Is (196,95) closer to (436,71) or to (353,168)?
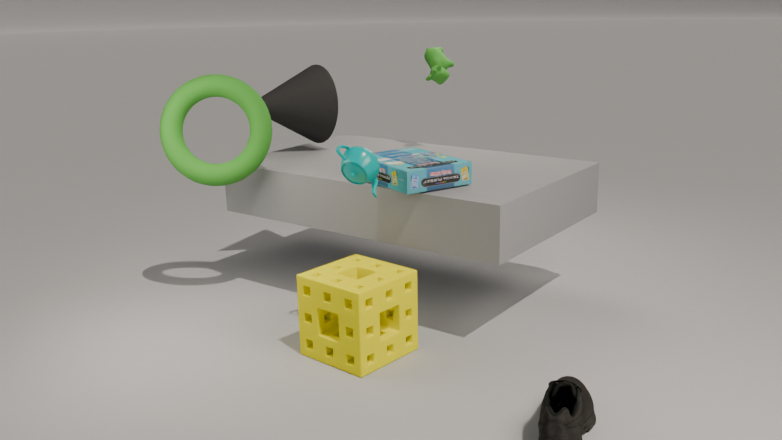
(353,168)
